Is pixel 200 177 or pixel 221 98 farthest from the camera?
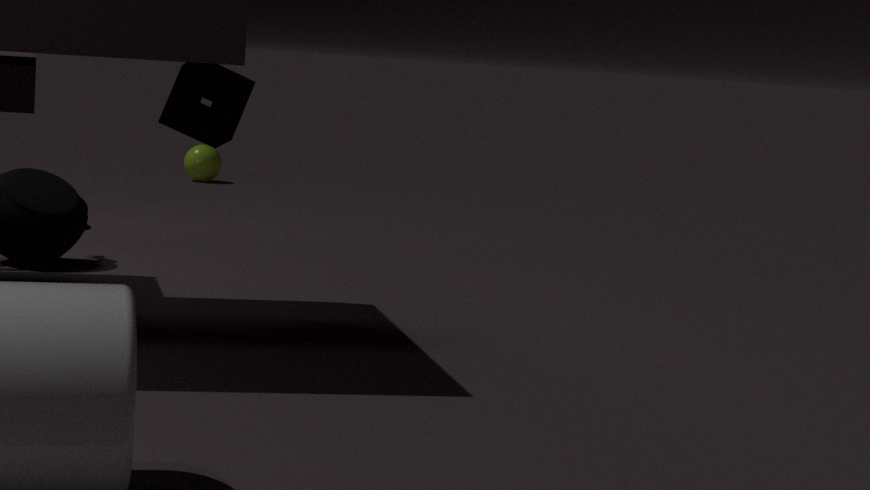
pixel 200 177
